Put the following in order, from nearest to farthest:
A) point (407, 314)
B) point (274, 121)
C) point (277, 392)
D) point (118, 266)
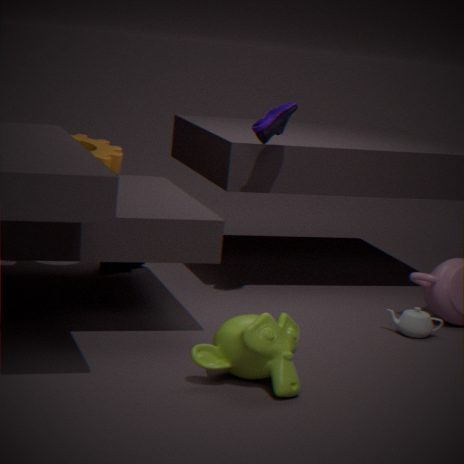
Result: point (277, 392), point (274, 121), point (407, 314), point (118, 266)
